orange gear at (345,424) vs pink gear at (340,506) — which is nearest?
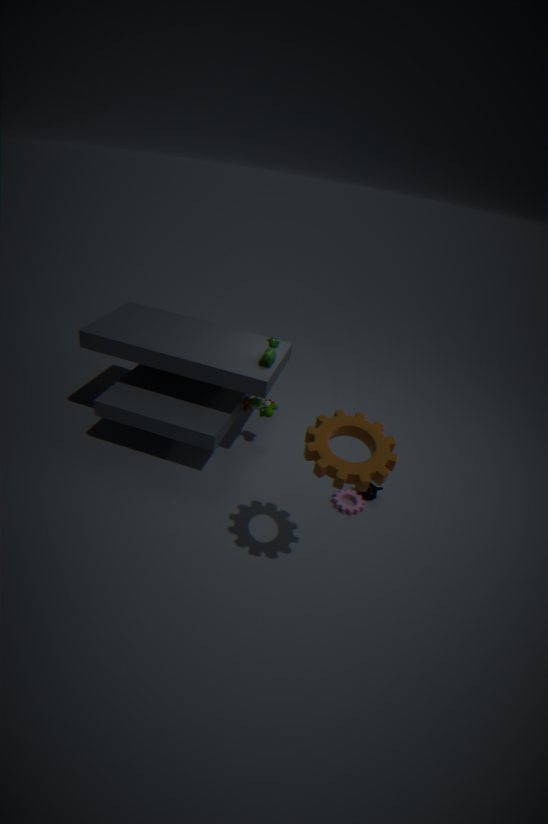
orange gear at (345,424)
